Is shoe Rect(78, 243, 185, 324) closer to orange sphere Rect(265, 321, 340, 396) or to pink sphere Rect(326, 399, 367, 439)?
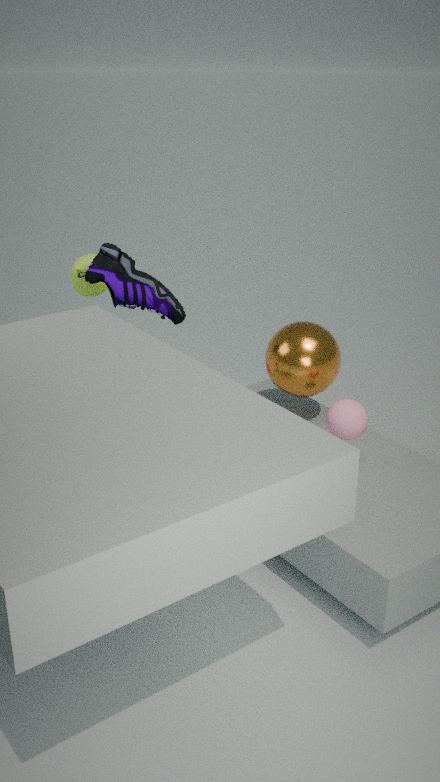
orange sphere Rect(265, 321, 340, 396)
